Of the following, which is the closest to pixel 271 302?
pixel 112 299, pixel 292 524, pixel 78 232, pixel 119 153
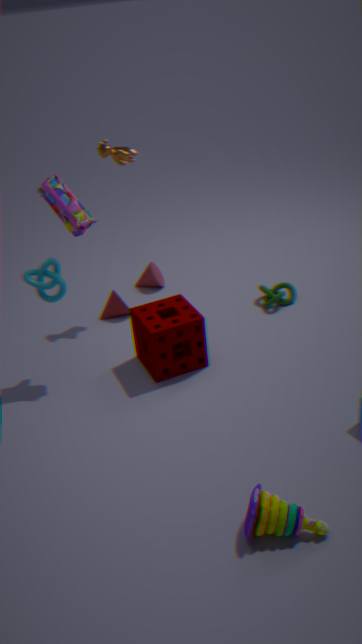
pixel 112 299
